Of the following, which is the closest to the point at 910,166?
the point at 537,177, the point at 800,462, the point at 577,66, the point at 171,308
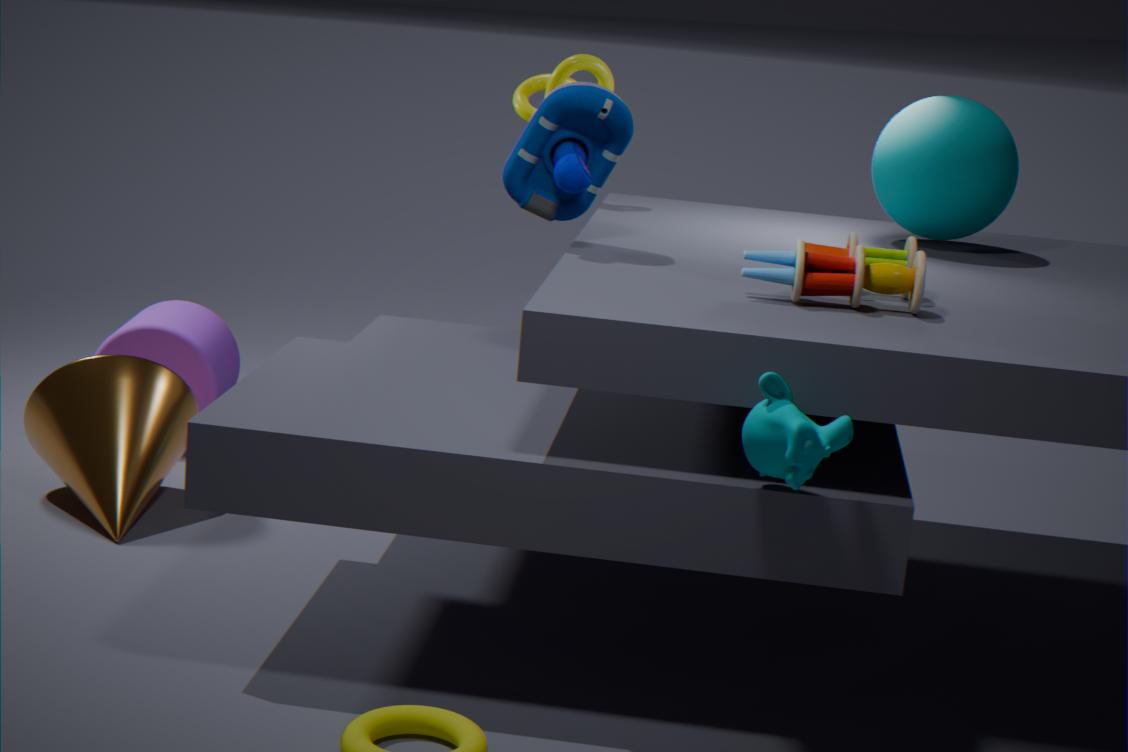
the point at 577,66
